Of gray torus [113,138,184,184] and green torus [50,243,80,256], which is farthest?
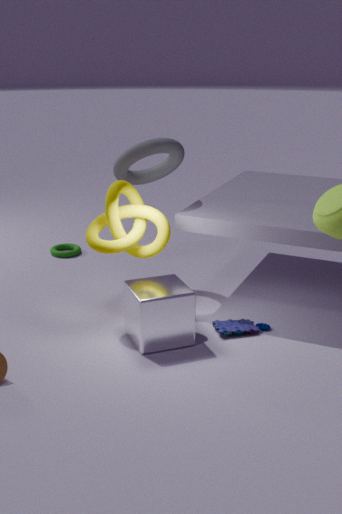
green torus [50,243,80,256]
